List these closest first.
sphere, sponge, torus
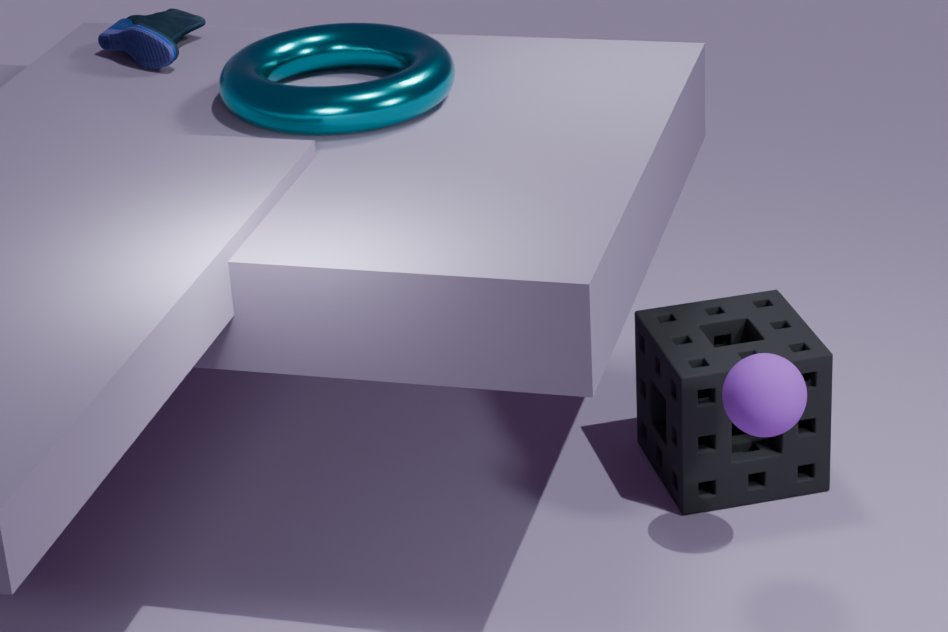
1. sphere
2. torus
3. sponge
